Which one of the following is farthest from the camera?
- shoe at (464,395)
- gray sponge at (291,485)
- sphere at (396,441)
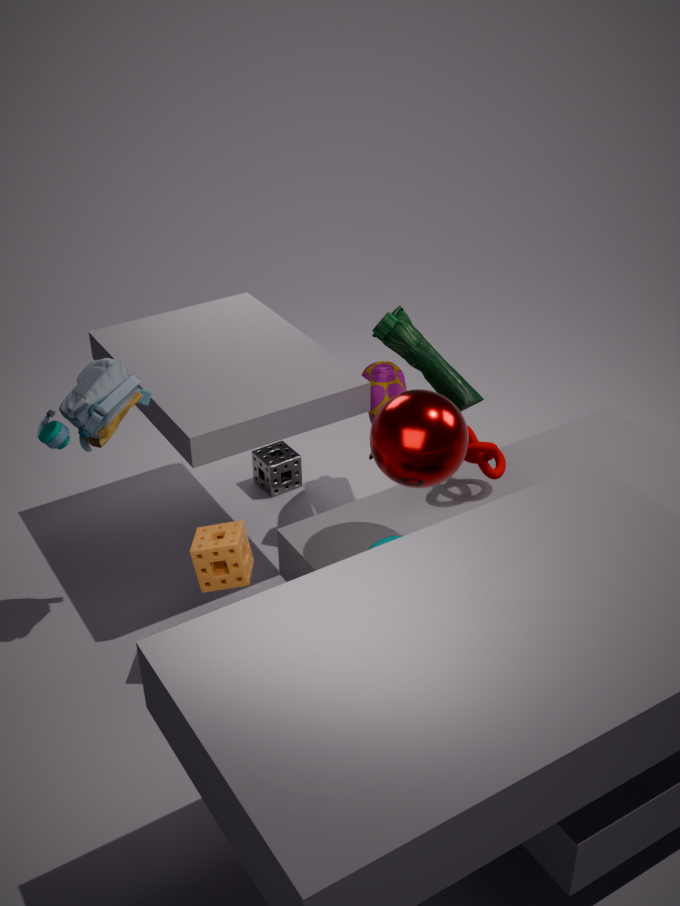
gray sponge at (291,485)
